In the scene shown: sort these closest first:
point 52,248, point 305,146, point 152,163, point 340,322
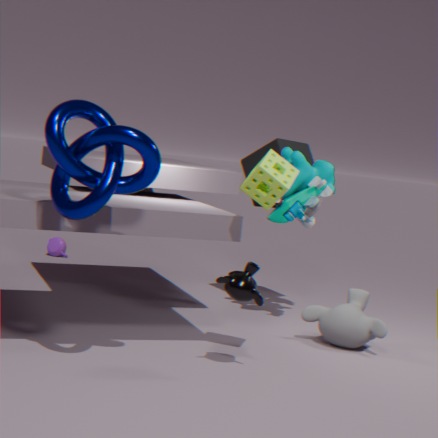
1. point 152,163
2. point 340,322
3. point 305,146
4. point 52,248
